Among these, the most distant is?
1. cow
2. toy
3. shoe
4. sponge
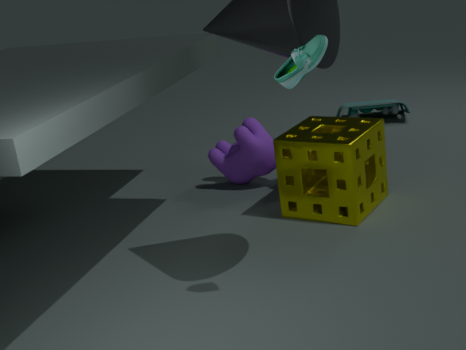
toy
